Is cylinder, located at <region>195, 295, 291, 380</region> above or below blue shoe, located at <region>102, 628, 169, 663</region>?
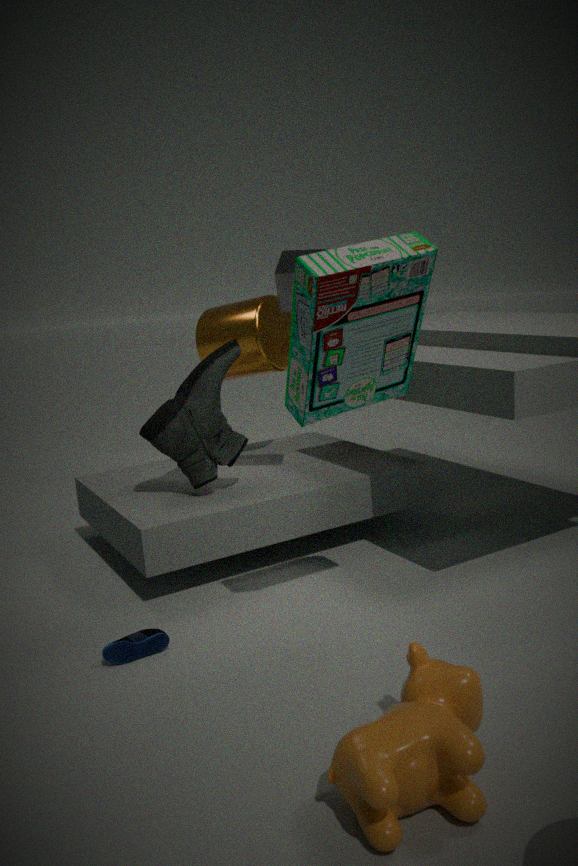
above
